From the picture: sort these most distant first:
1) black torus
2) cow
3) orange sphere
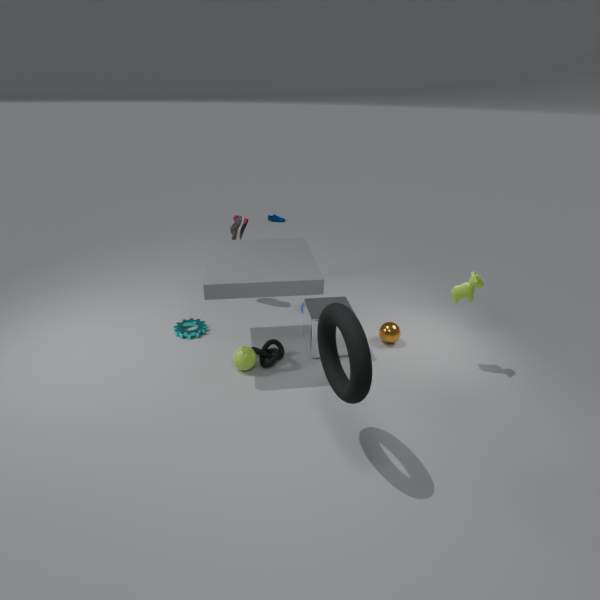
1. 3. orange sphere
2. 2. cow
3. 1. black torus
